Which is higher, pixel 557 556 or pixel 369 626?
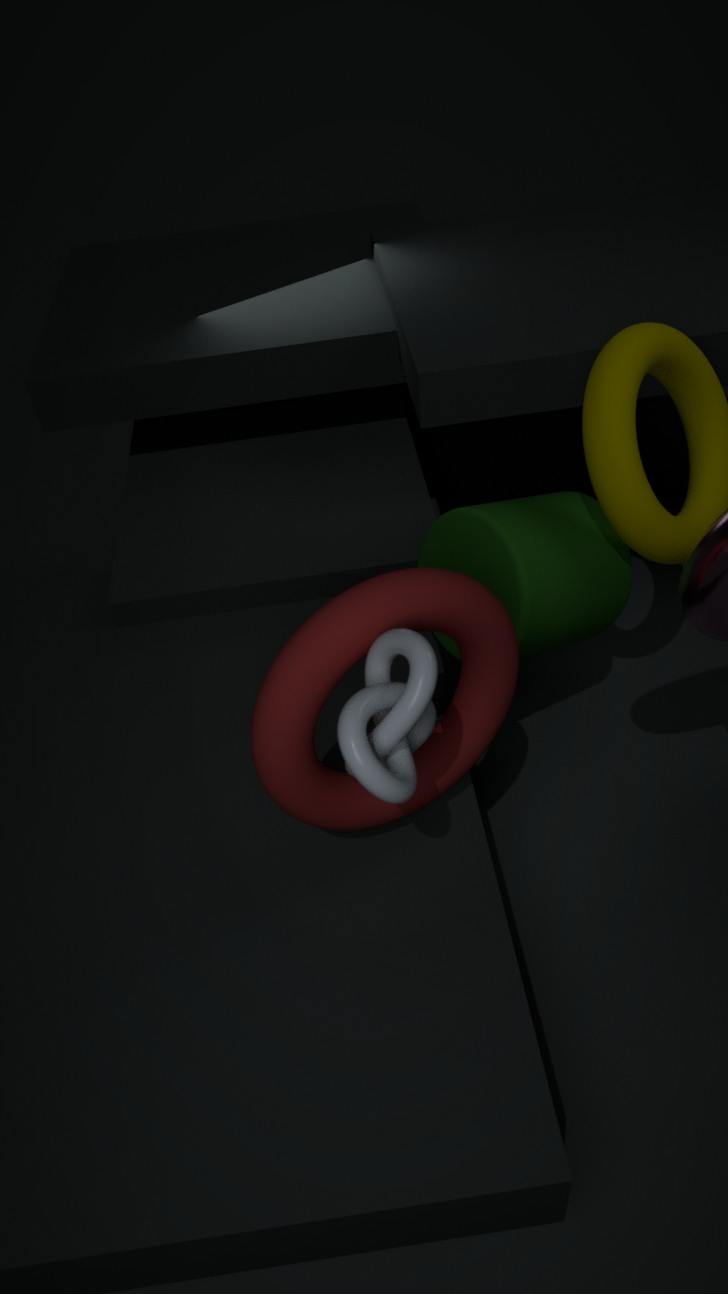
pixel 369 626
